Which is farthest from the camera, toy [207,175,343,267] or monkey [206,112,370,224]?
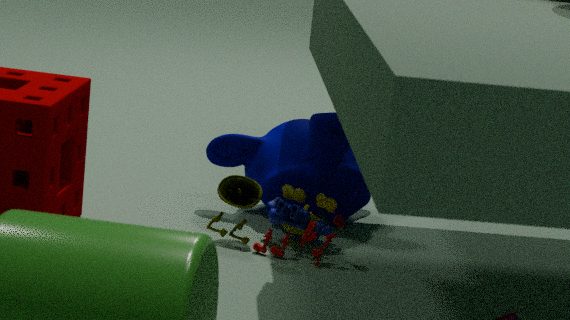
monkey [206,112,370,224]
